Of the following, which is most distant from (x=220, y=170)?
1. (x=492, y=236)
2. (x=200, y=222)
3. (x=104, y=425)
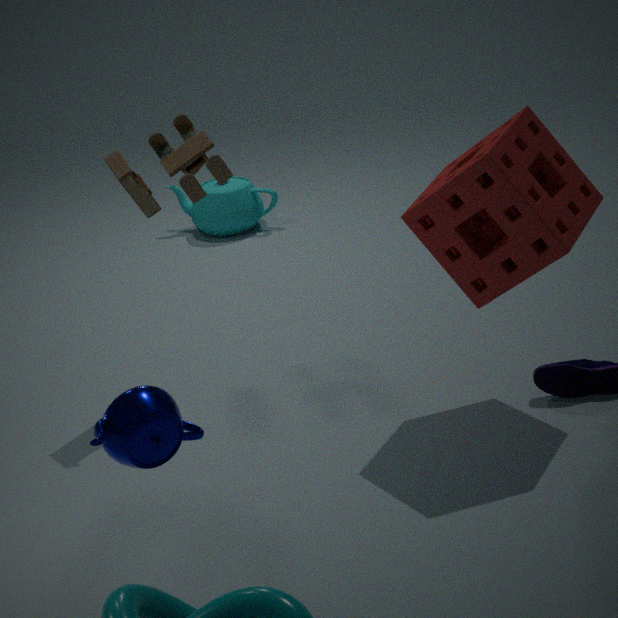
(x=104, y=425)
